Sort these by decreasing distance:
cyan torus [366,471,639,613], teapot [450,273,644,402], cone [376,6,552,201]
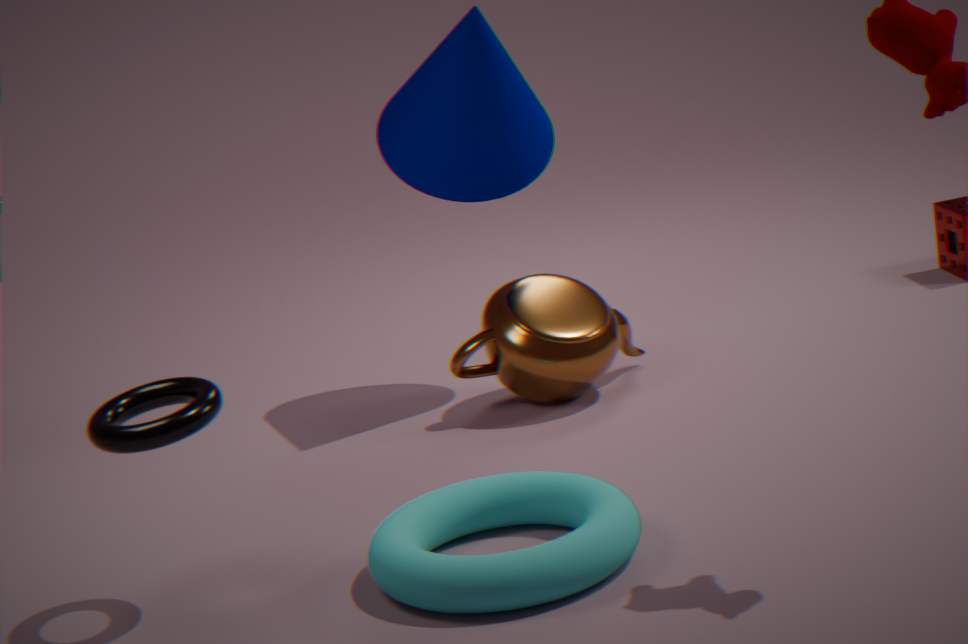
teapot [450,273,644,402], cone [376,6,552,201], cyan torus [366,471,639,613]
